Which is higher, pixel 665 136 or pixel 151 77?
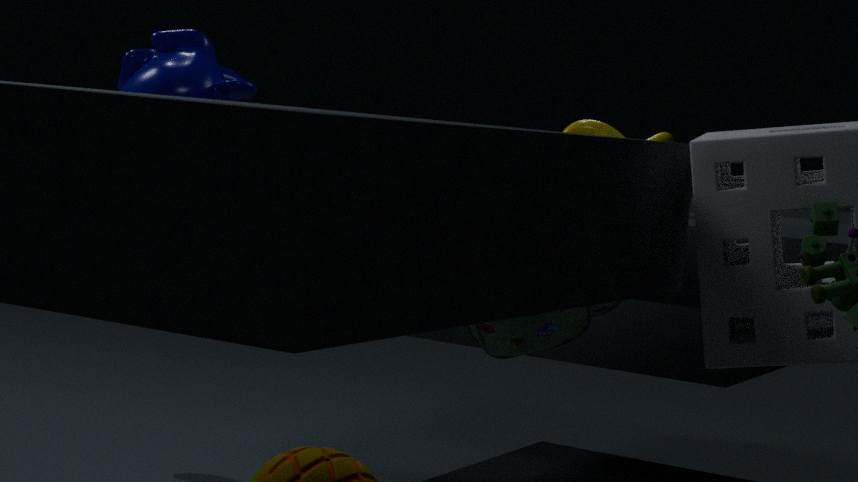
pixel 151 77
